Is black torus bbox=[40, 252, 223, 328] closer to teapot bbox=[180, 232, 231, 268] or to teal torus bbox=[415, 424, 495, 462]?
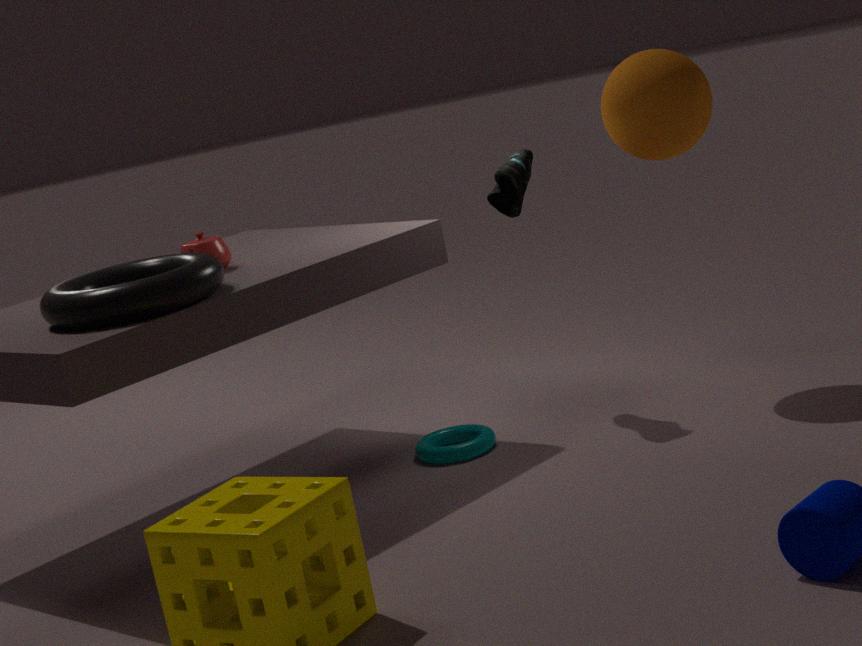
teapot bbox=[180, 232, 231, 268]
